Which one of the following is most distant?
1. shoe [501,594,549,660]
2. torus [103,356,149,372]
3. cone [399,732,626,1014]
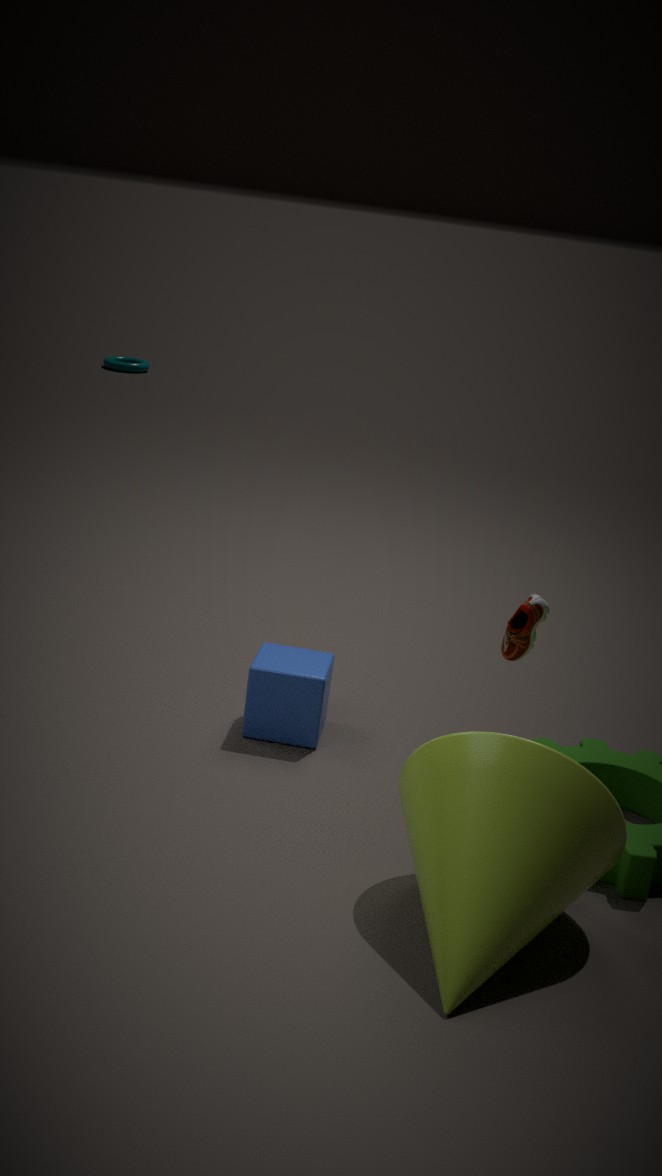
torus [103,356,149,372]
